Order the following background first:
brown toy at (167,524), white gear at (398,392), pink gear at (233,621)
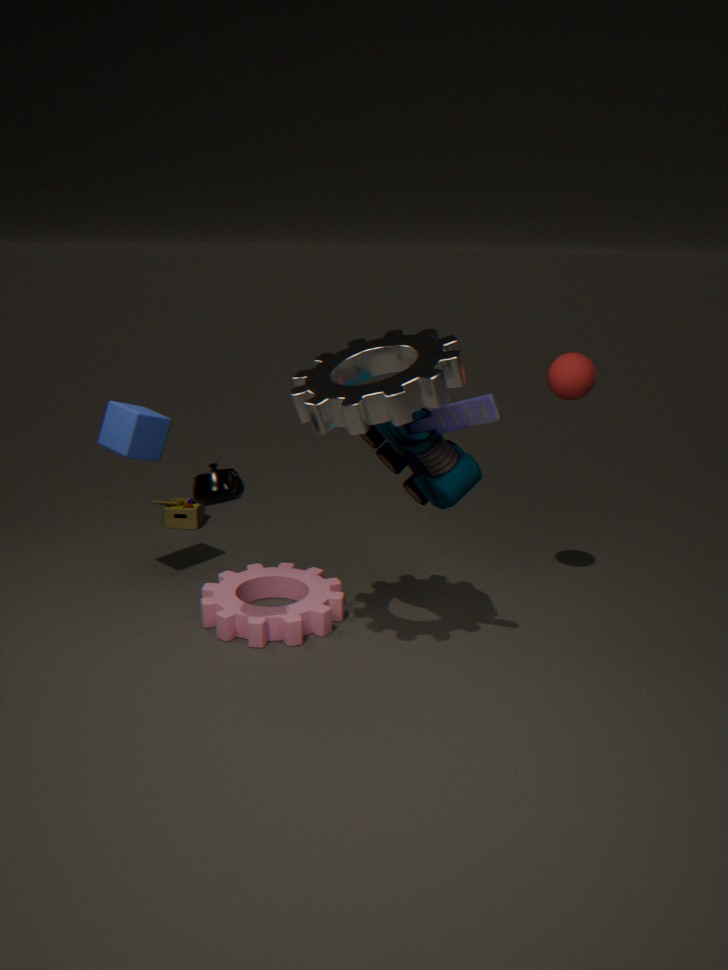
brown toy at (167,524)
pink gear at (233,621)
white gear at (398,392)
